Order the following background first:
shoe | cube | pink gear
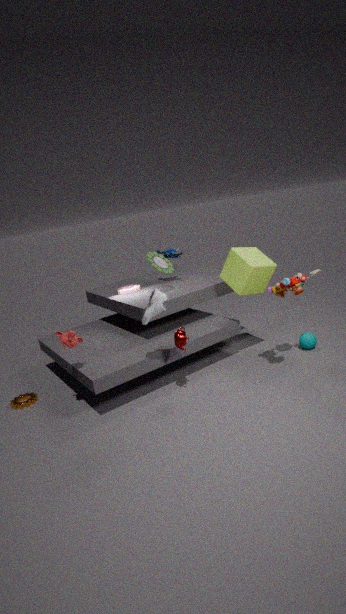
pink gear, cube, shoe
